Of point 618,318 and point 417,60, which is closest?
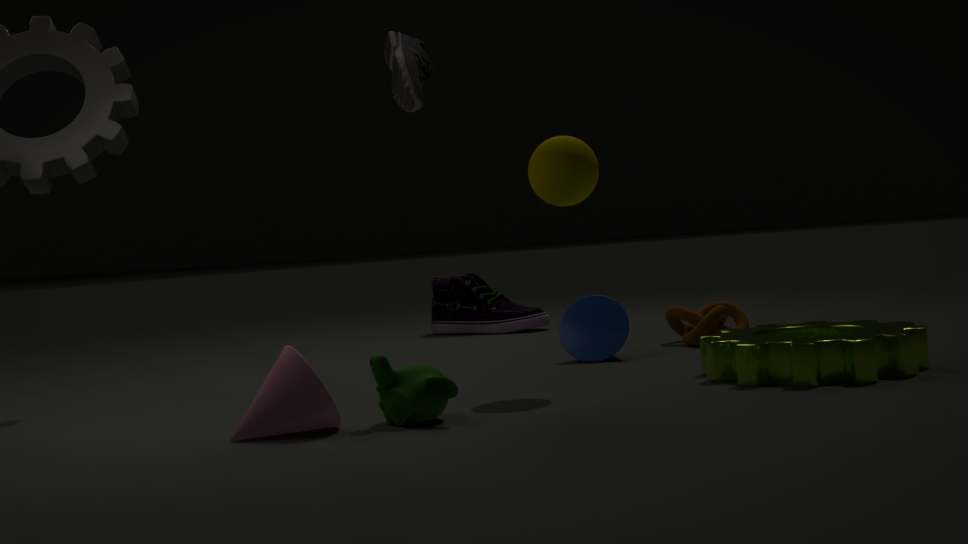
point 417,60
